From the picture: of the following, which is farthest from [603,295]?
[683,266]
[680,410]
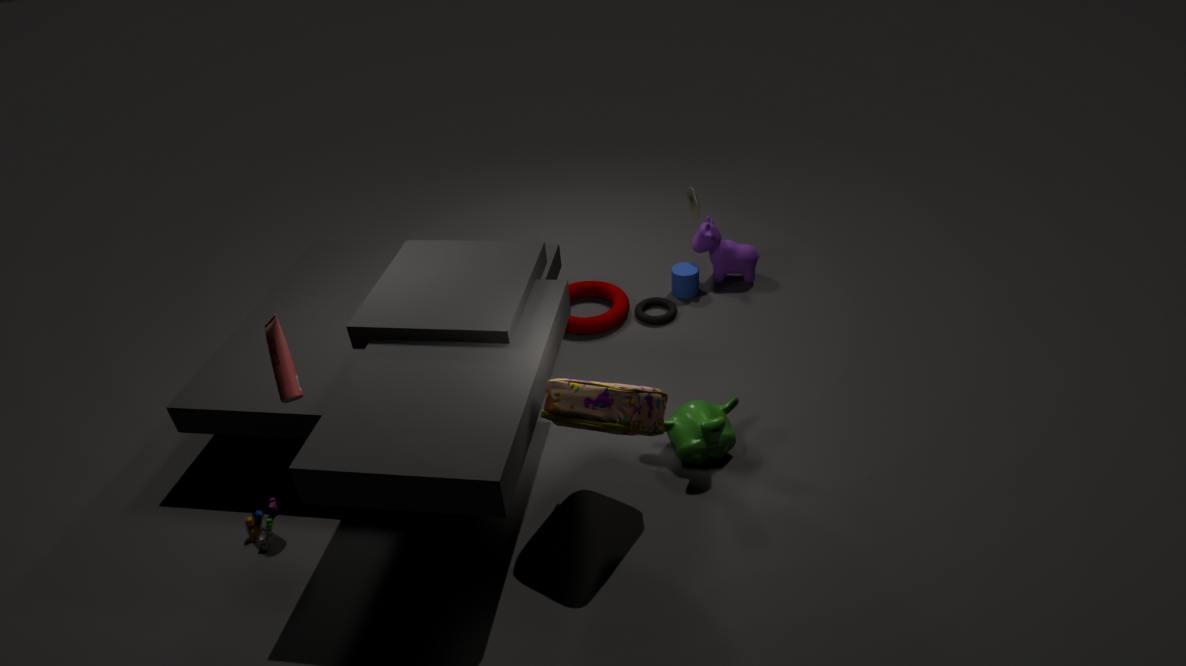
[680,410]
